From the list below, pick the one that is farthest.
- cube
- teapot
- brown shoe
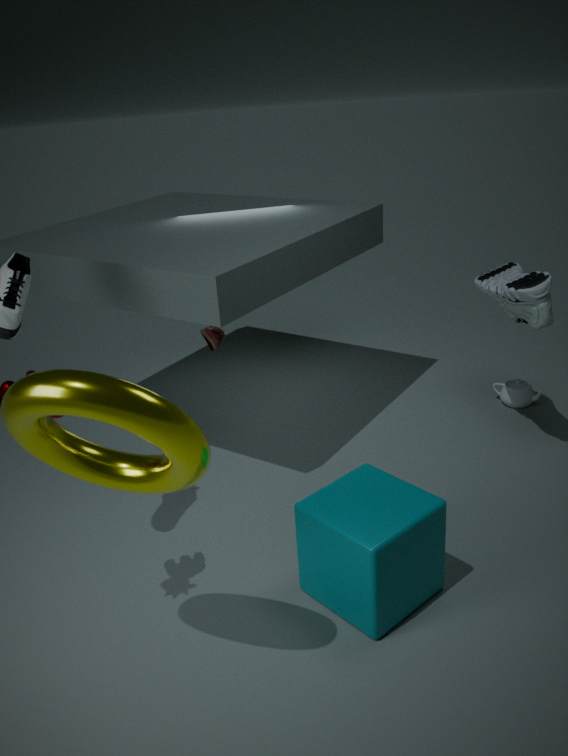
teapot
